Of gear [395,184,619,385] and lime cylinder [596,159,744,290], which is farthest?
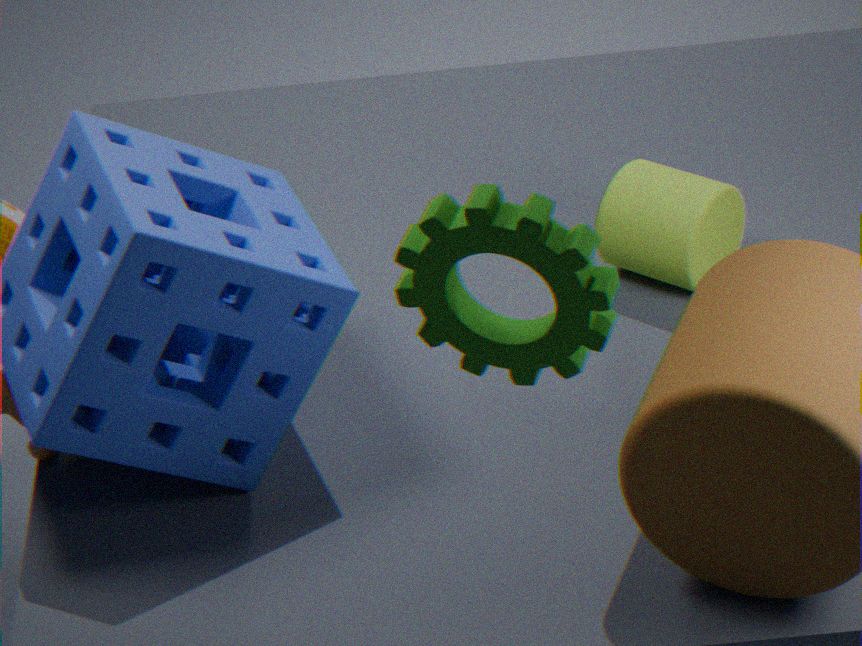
lime cylinder [596,159,744,290]
